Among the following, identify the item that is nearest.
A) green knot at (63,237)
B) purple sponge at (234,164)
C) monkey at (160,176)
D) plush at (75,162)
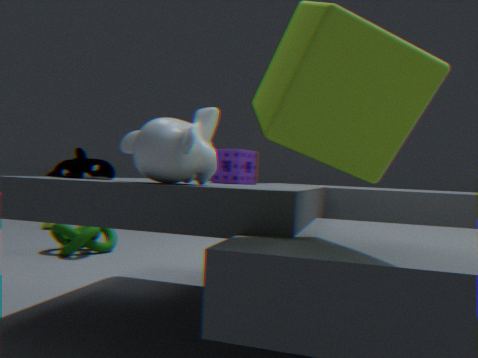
monkey at (160,176)
